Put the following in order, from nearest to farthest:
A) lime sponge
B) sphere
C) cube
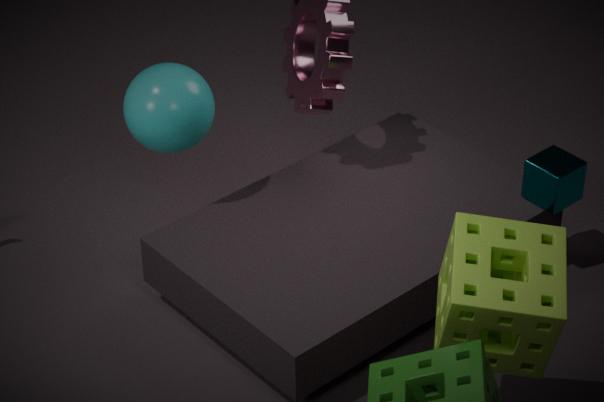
lime sponge < sphere < cube
